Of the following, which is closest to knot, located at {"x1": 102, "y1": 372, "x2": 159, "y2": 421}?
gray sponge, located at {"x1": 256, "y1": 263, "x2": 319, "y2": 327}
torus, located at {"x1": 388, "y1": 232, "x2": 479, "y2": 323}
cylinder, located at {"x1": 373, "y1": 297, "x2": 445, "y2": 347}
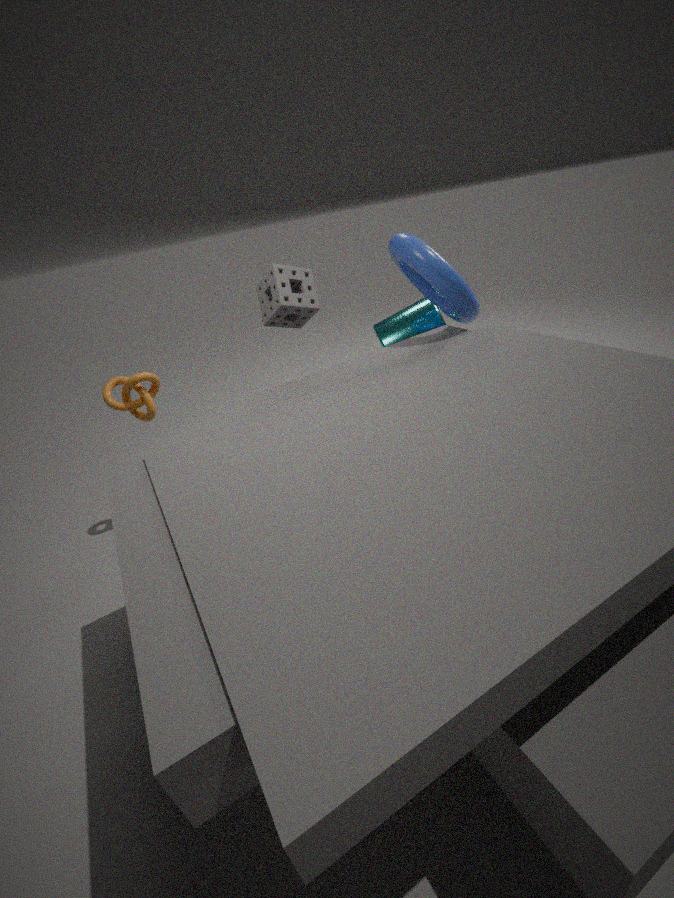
gray sponge, located at {"x1": 256, "y1": 263, "x2": 319, "y2": 327}
